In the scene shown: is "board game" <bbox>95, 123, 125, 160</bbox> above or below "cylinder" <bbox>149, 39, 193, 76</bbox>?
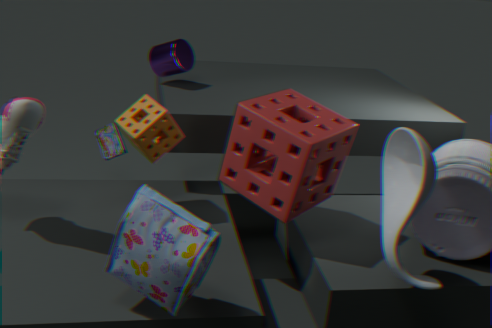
below
